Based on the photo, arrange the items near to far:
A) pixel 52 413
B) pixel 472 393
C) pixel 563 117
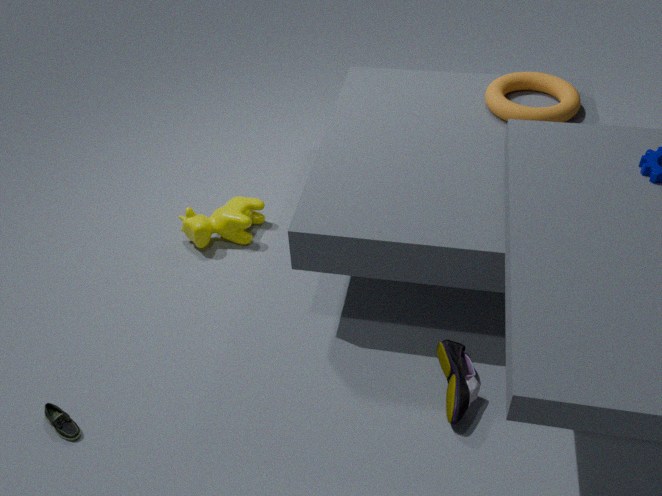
pixel 472 393 → pixel 52 413 → pixel 563 117
